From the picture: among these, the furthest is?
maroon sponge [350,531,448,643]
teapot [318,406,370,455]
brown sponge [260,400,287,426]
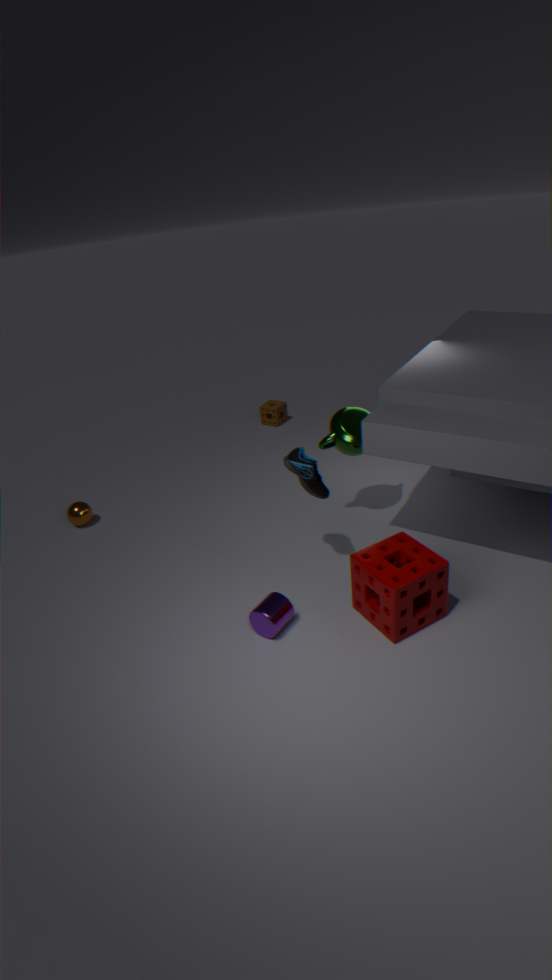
brown sponge [260,400,287,426]
